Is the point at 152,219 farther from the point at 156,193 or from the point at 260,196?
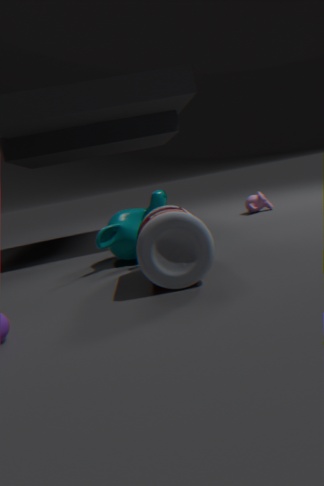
the point at 260,196
